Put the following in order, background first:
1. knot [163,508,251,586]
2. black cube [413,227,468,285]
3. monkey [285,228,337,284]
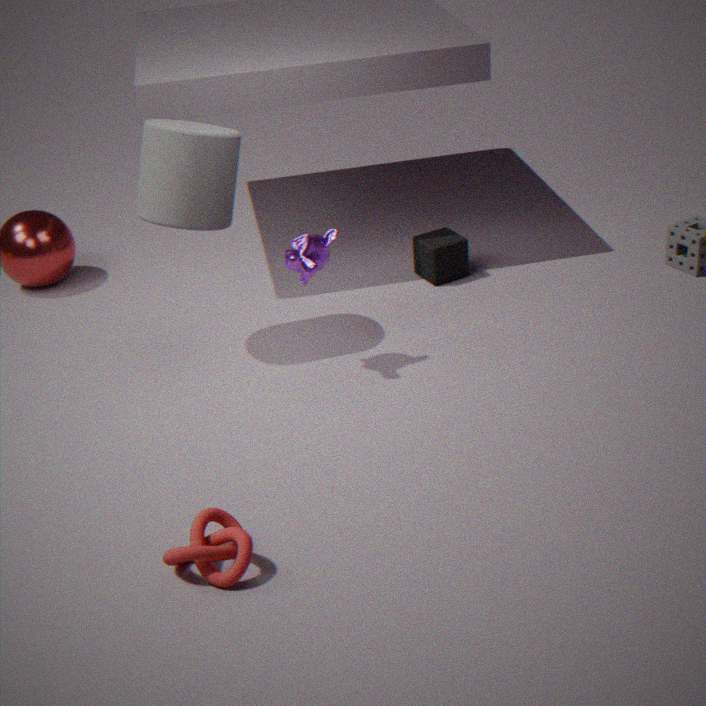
black cube [413,227,468,285], monkey [285,228,337,284], knot [163,508,251,586]
